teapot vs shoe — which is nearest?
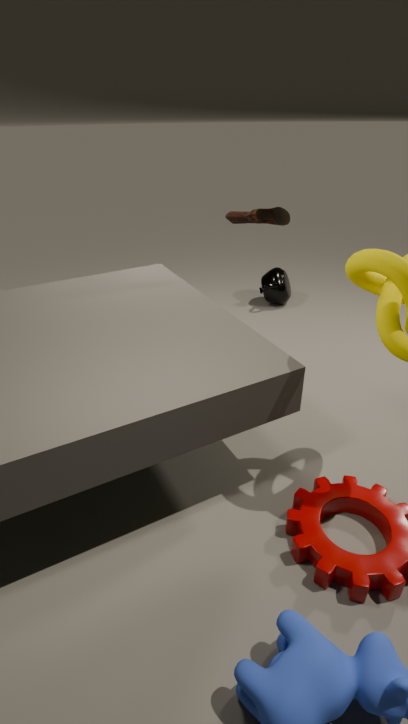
shoe
